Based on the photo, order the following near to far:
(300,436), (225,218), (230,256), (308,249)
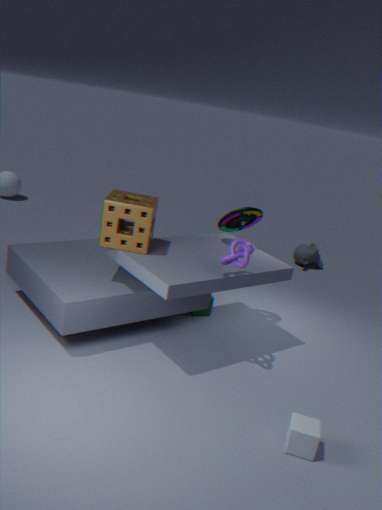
(300,436), (230,256), (225,218), (308,249)
